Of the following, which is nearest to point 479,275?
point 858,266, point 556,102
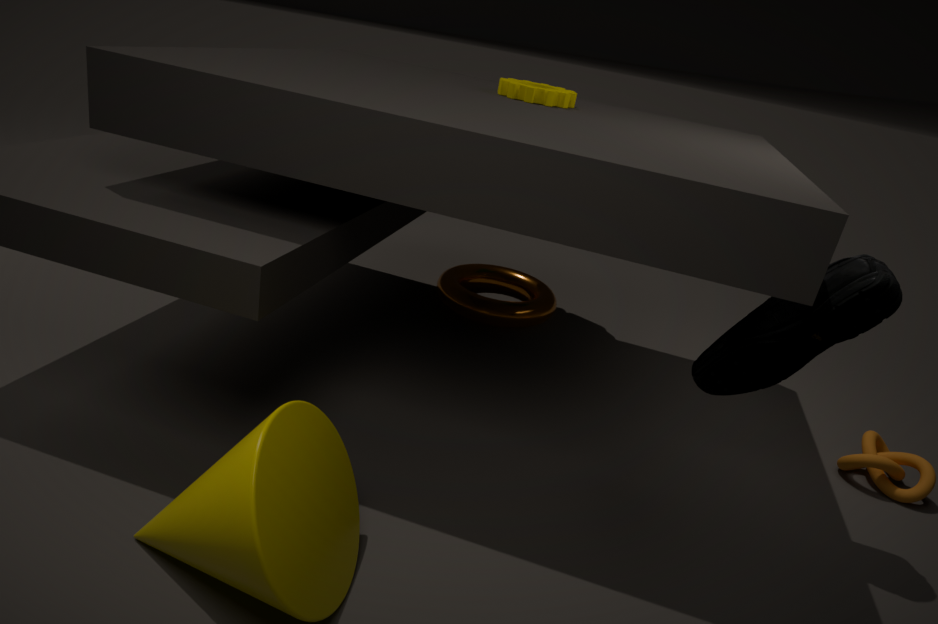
point 556,102
